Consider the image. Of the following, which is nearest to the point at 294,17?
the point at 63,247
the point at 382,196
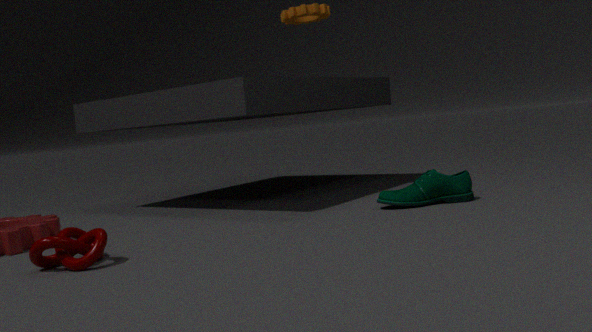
the point at 382,196
